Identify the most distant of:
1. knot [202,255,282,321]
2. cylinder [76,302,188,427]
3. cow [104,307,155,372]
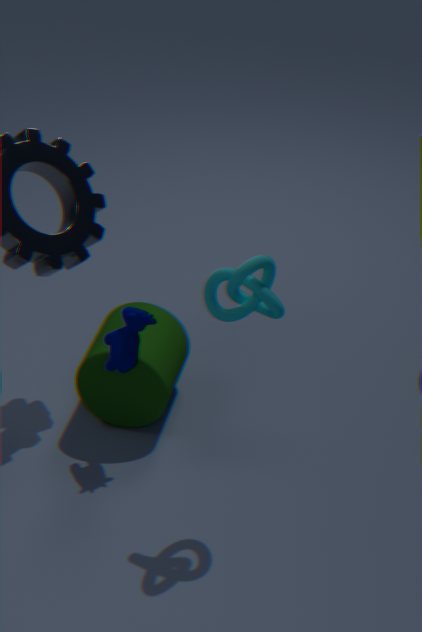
cylinder [76,302,188,427]
